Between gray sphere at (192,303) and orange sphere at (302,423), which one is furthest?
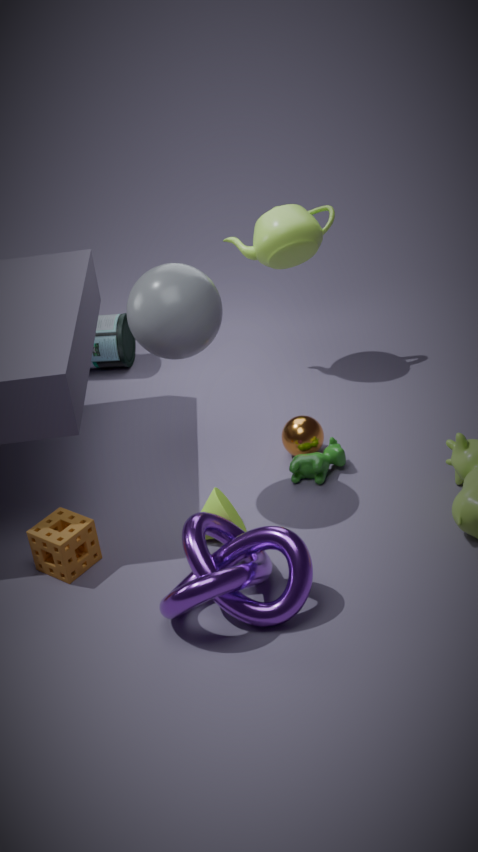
orange sphere at (302,423)
